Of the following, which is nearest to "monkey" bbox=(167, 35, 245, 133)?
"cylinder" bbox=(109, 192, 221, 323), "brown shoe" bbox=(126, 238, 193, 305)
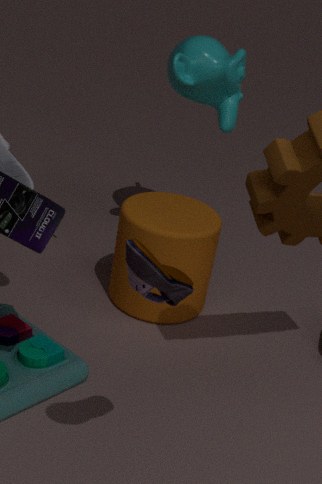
"cylinder" bbox=(109, 192, 221, 323)
